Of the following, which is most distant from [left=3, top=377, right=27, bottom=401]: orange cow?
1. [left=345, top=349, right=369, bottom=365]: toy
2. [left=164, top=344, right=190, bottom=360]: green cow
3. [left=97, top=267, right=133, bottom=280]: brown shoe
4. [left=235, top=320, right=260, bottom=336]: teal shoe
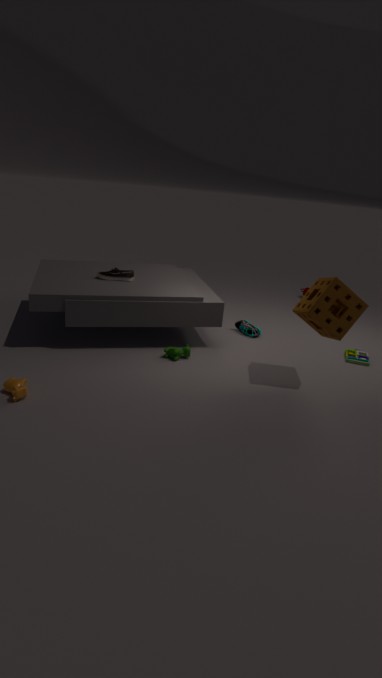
[left=345, top=349, right=369, bottom=365]: toy
